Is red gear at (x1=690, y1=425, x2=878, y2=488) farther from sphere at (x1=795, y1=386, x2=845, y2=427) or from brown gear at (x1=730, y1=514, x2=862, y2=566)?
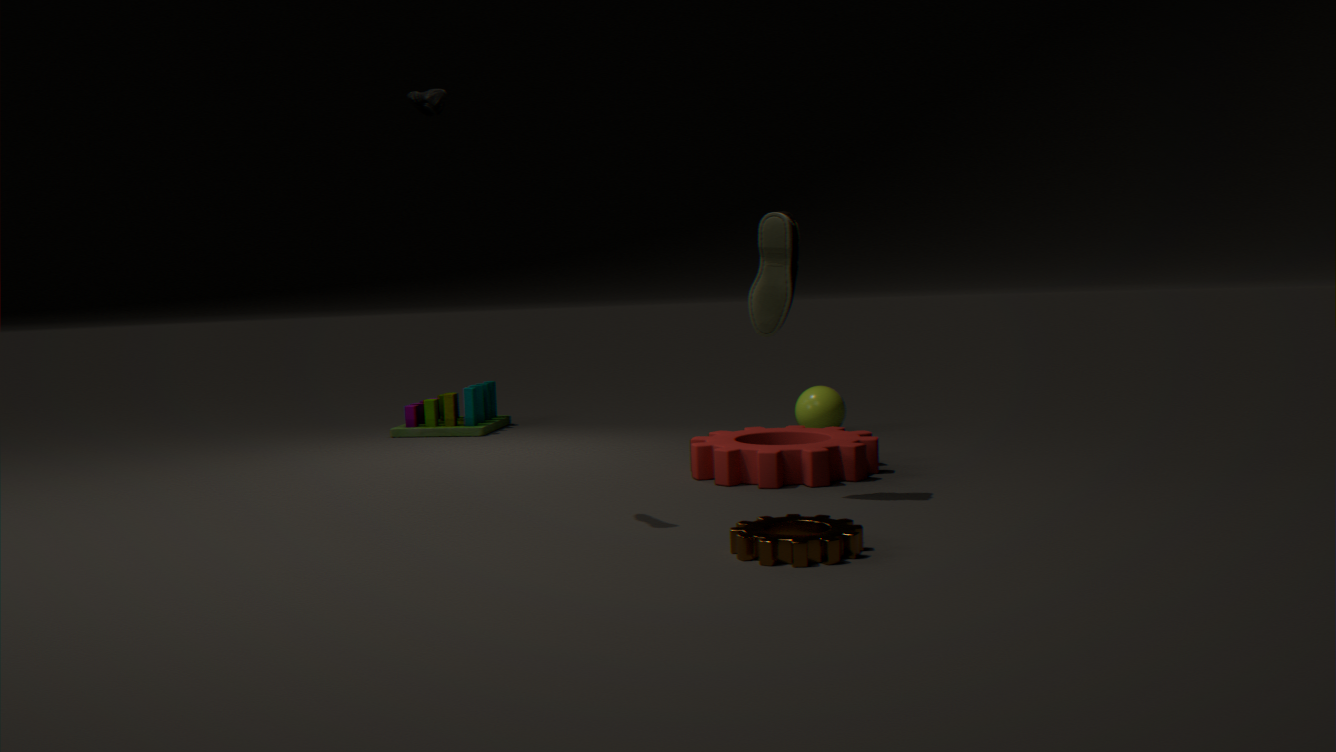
brown gear at (x1=730, y1=514, x2=862, y2=566)
